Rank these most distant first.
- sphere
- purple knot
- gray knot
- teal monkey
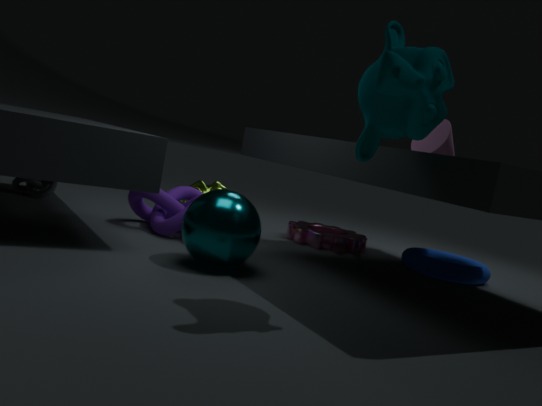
gray knot → purple knot → sphere → teal monkey
